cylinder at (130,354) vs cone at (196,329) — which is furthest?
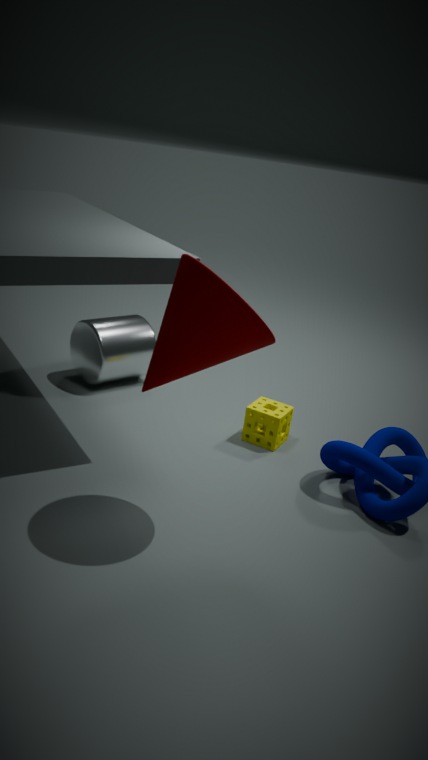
cylinder at (130,354)
